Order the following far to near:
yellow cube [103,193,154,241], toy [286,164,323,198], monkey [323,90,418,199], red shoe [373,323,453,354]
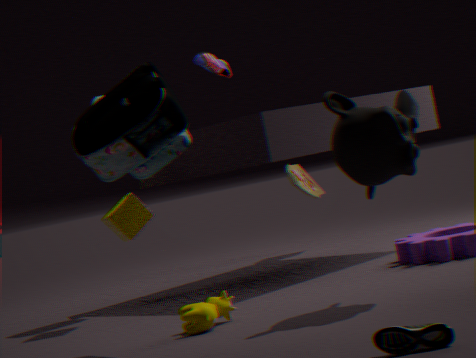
toy [286,164,323,198], yellow cube [103,193,154,241], monkey [323,90,418,199], red shoe [373,323,453,354]
